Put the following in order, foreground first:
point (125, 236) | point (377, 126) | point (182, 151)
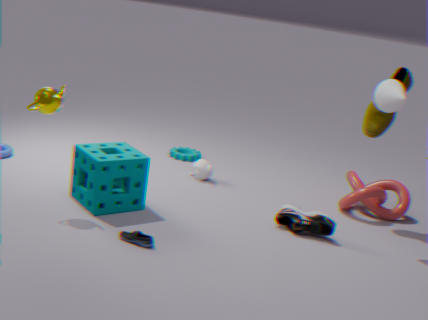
1. point (125, 236)
2. point (377, 126)
3. point (182, 151)
